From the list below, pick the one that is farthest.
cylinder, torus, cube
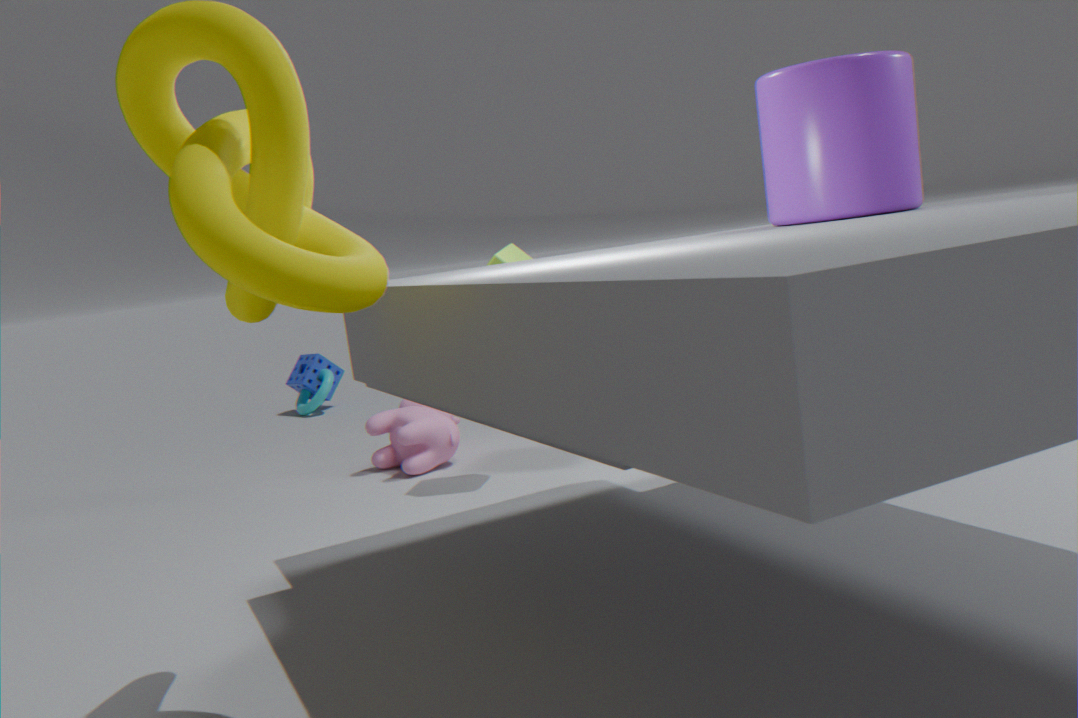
torus
